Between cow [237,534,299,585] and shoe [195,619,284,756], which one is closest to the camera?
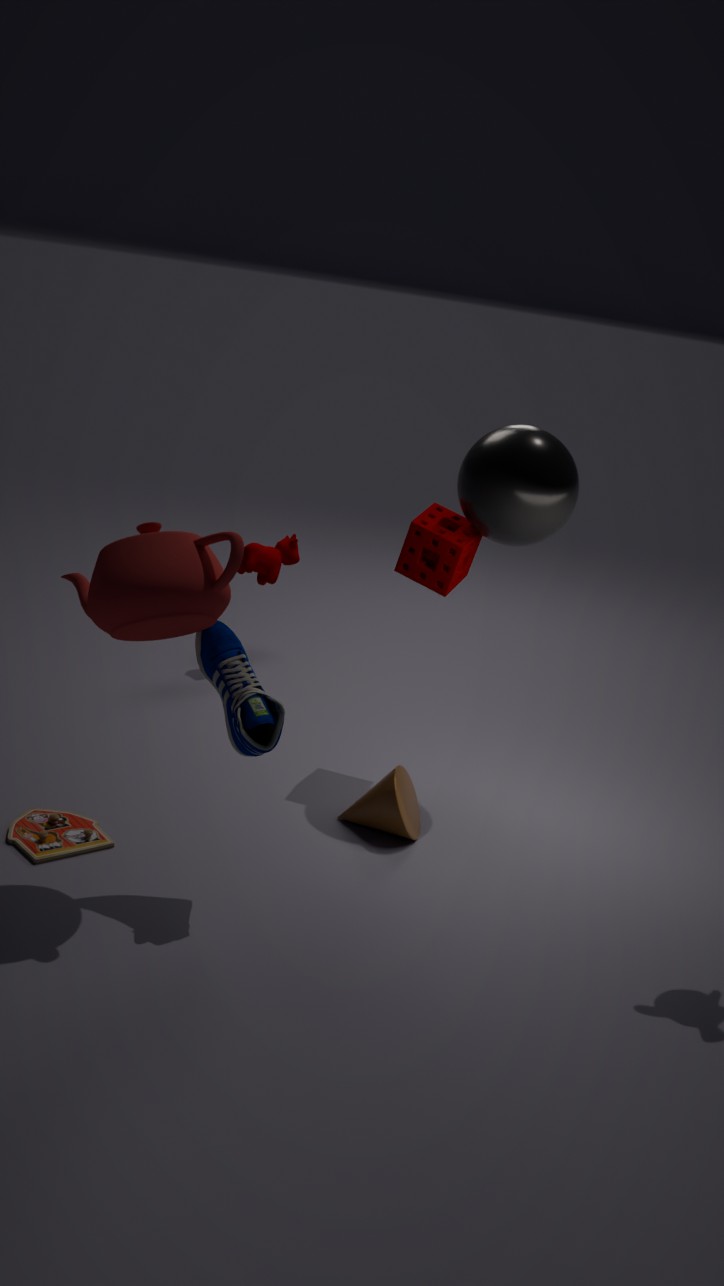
shoe [195,619,284,756]
